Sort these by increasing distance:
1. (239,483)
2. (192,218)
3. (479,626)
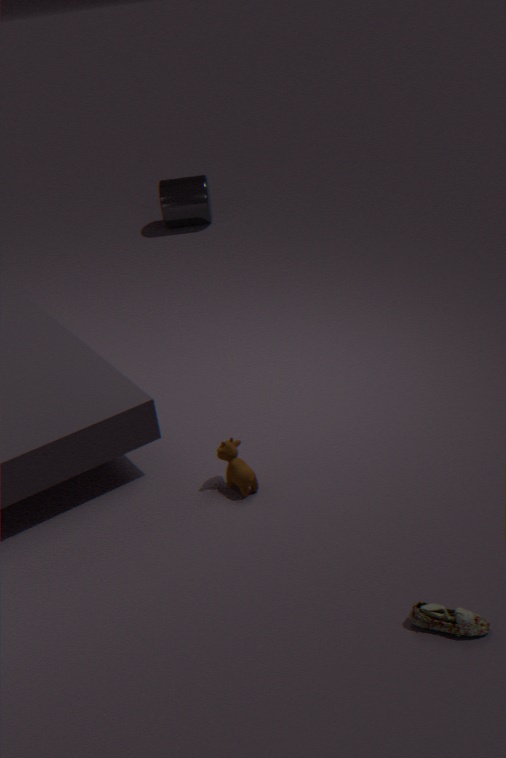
(479,626), (239,483), (192,218)
